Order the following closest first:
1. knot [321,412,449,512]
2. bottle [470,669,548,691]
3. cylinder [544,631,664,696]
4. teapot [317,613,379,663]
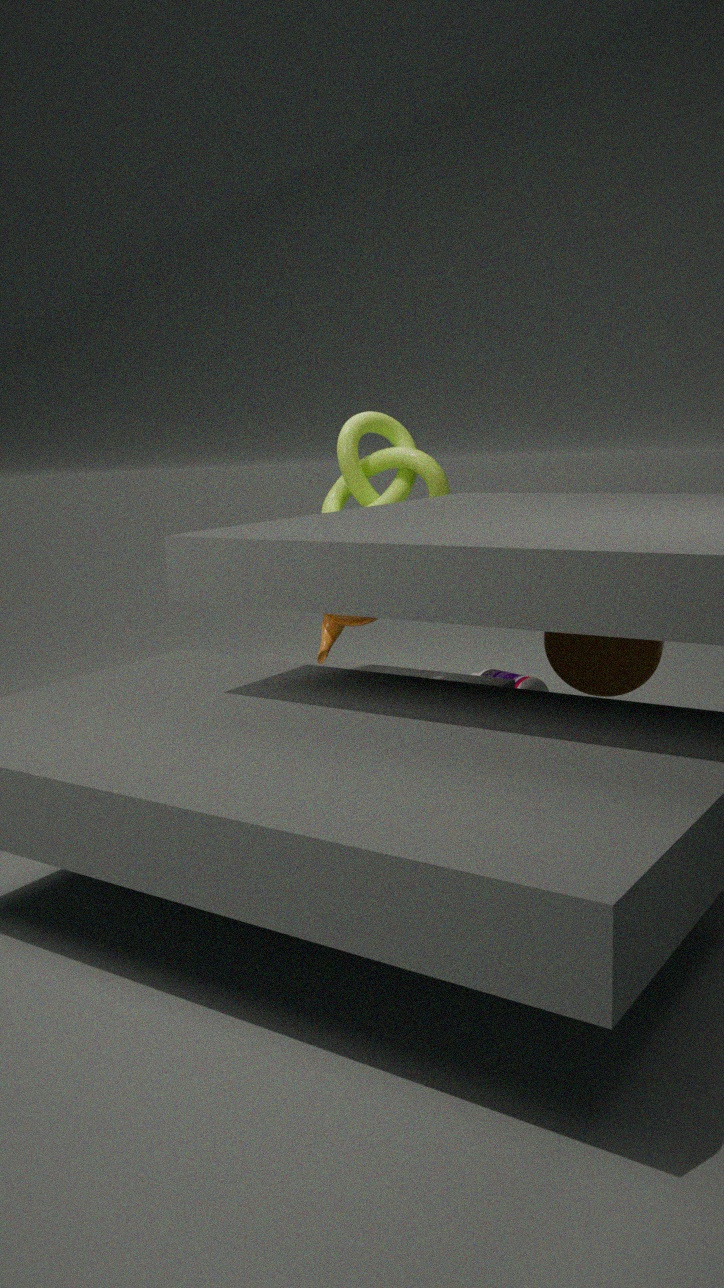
cylinder [544,631,664,696], teapot [317,613,379,663], bottle [470,669,548,691], knot [321,412,449,512]
